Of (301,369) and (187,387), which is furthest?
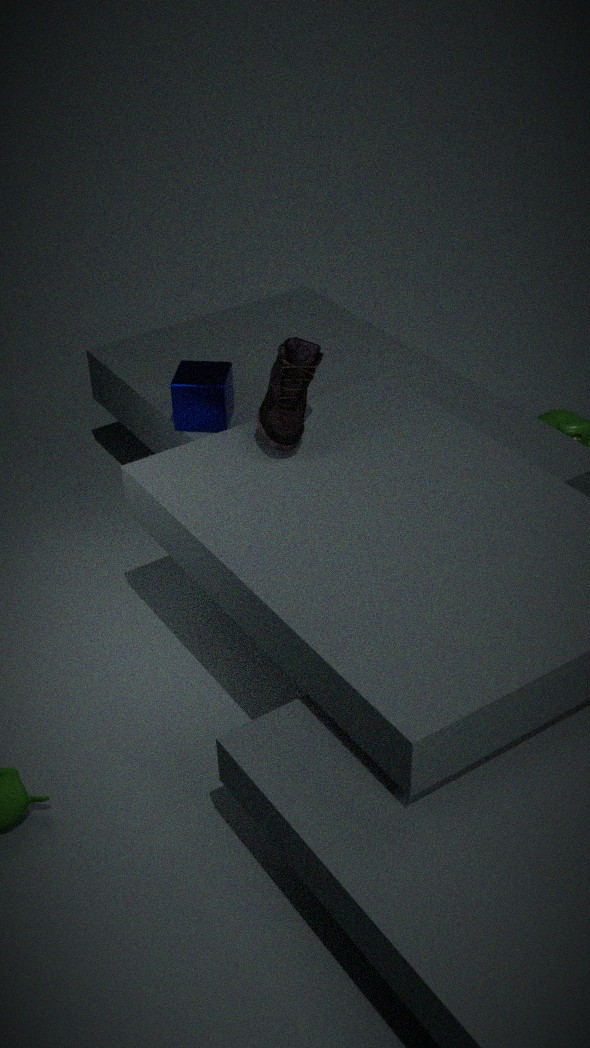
(187,387)
